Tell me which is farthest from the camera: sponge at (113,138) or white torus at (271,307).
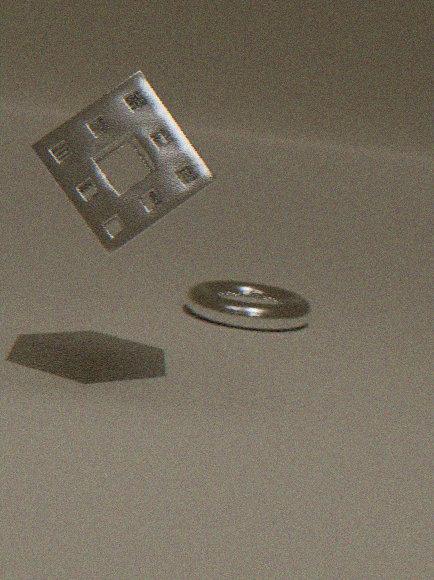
white torus at (271,307)
